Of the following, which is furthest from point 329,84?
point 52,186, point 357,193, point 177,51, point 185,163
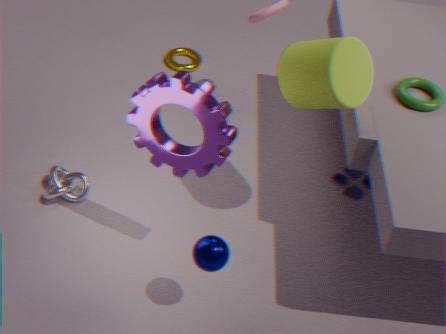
point 177,51
